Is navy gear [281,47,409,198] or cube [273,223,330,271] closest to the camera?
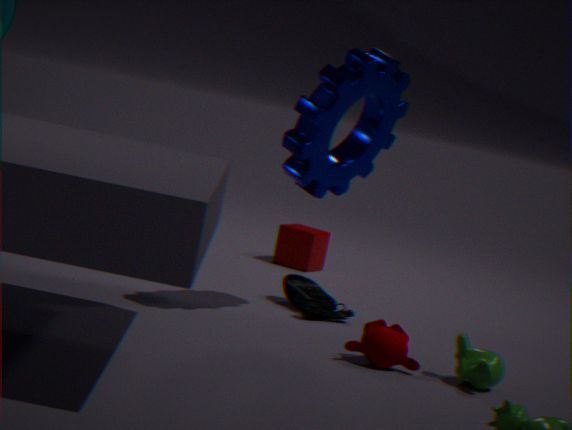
navy gear [281,47,409,198]
